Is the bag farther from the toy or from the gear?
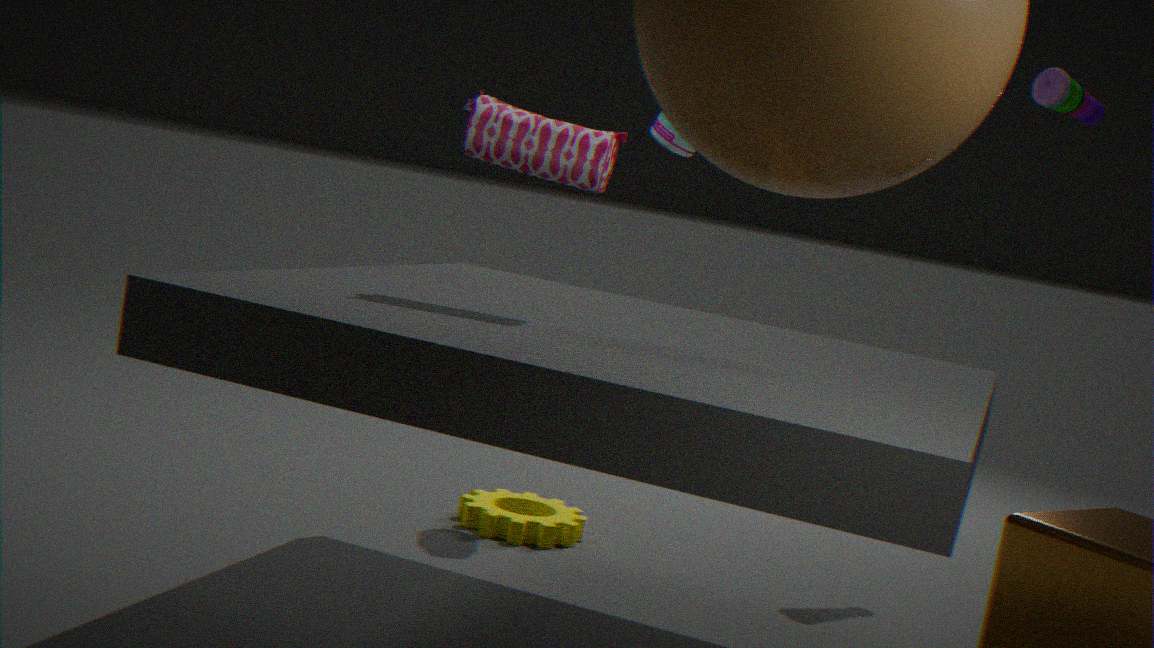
the toy
